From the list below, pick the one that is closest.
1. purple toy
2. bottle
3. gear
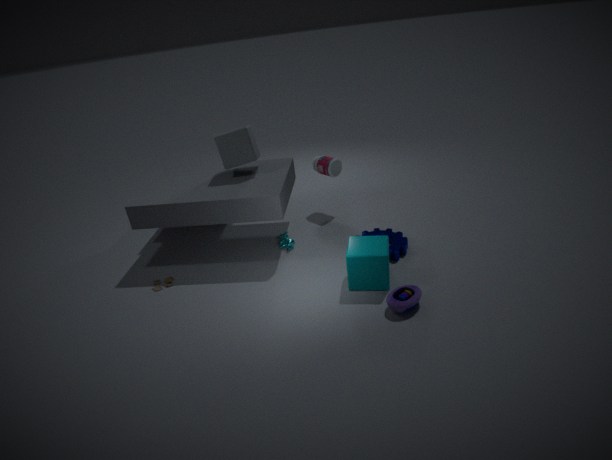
purple toy
